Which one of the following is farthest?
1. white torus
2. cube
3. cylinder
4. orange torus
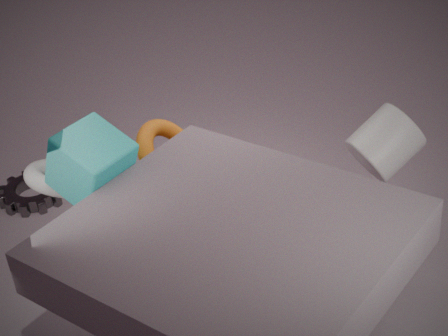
orange torus
